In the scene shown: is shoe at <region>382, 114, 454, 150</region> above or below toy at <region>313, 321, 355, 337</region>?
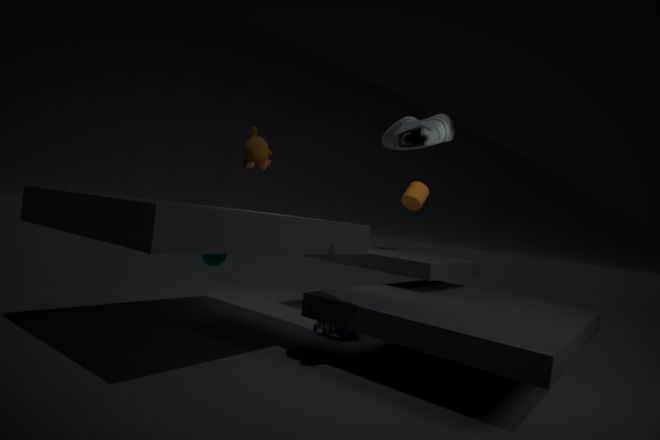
above
